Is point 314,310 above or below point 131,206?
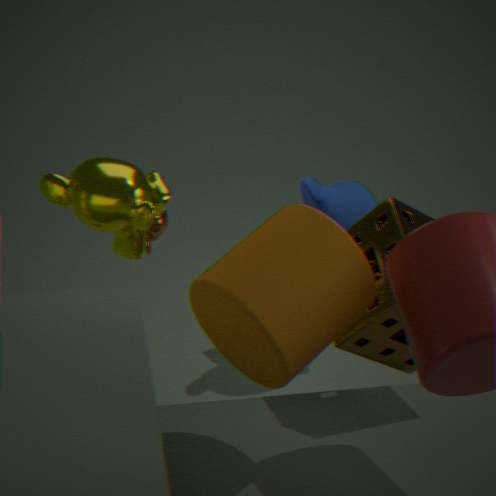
above
